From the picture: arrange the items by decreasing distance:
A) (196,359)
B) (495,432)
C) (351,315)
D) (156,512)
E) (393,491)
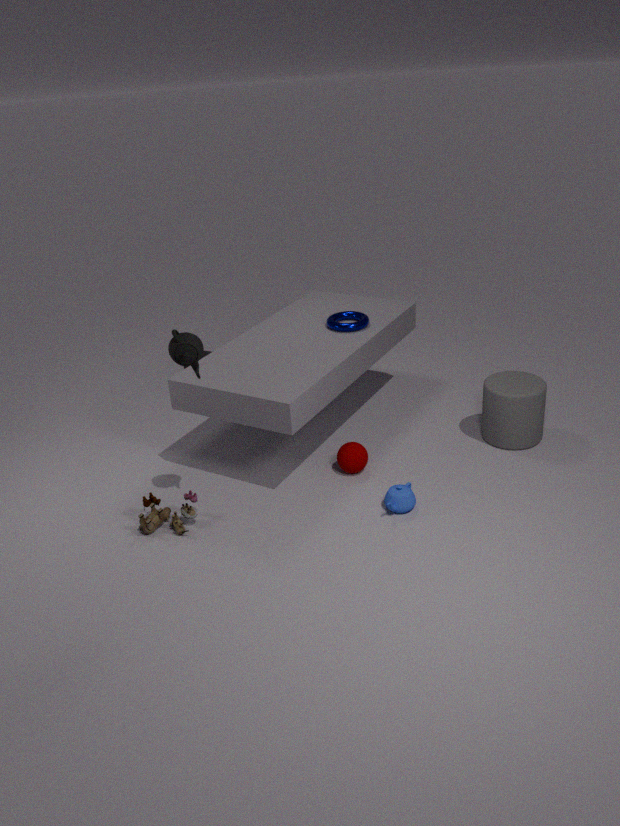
(351,315) < (495,432) < (393,491) < (156,512) < (196,359)
